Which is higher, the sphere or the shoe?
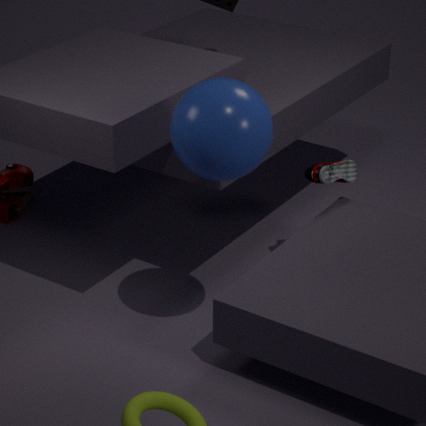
the sphere
